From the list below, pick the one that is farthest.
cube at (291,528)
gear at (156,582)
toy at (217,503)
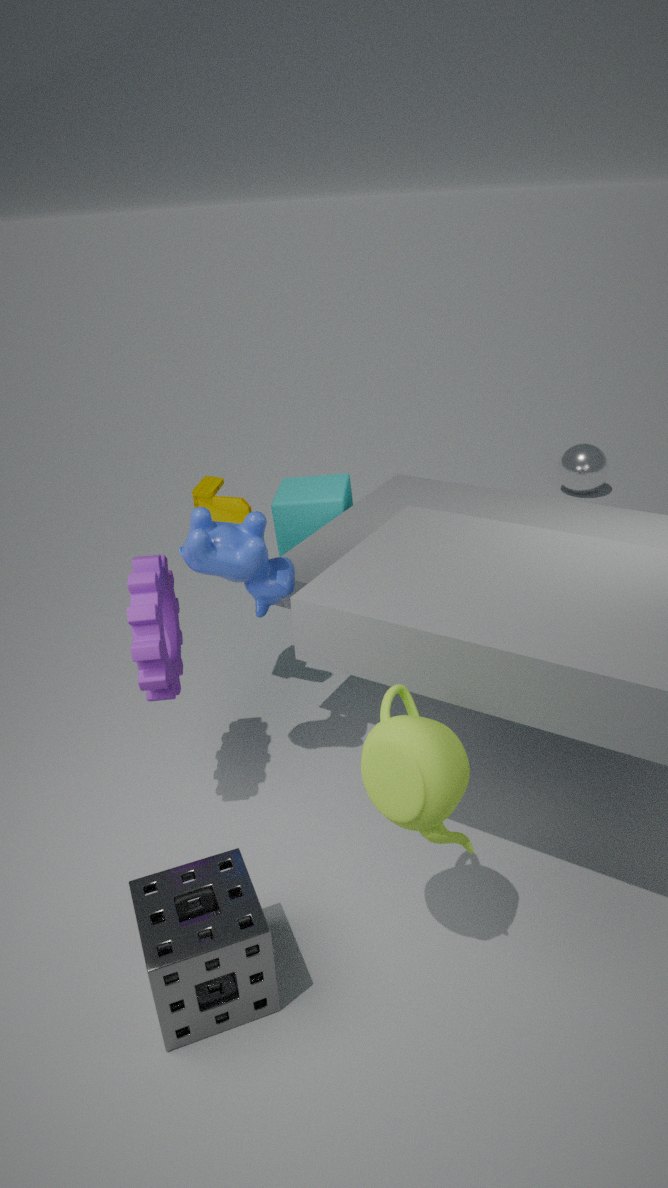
cube at (291,528)
